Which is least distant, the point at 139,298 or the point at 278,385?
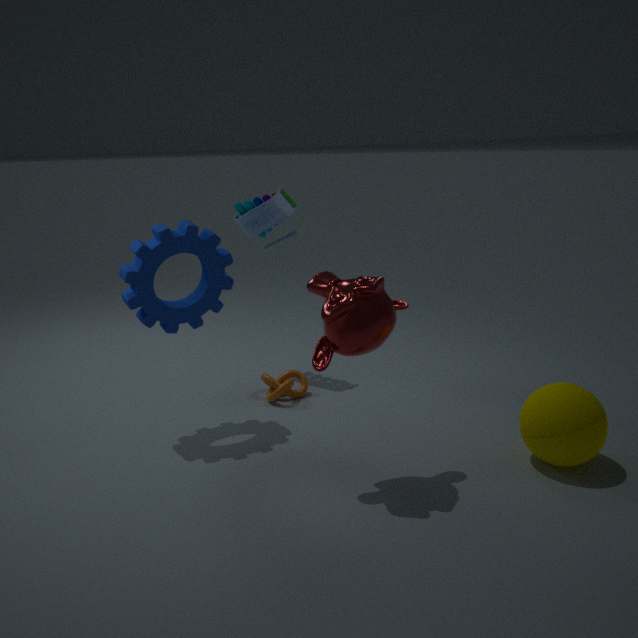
the point at 139,298
